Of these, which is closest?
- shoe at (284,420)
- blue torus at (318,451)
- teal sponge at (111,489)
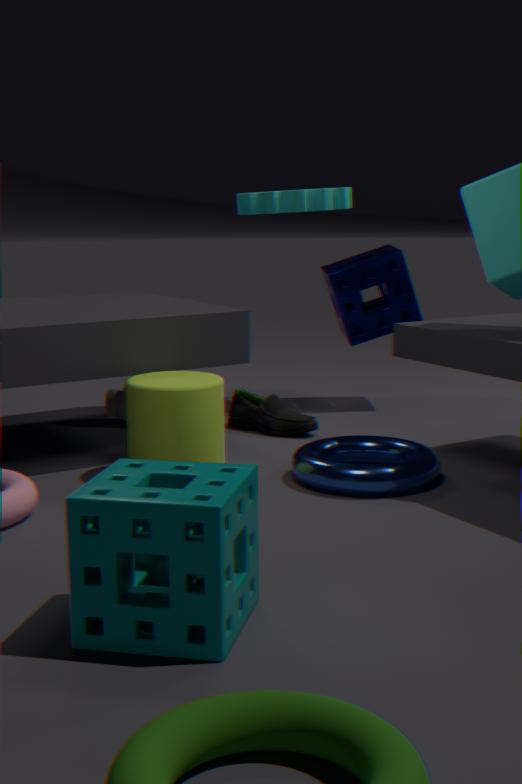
teal sponge at (111,489)
